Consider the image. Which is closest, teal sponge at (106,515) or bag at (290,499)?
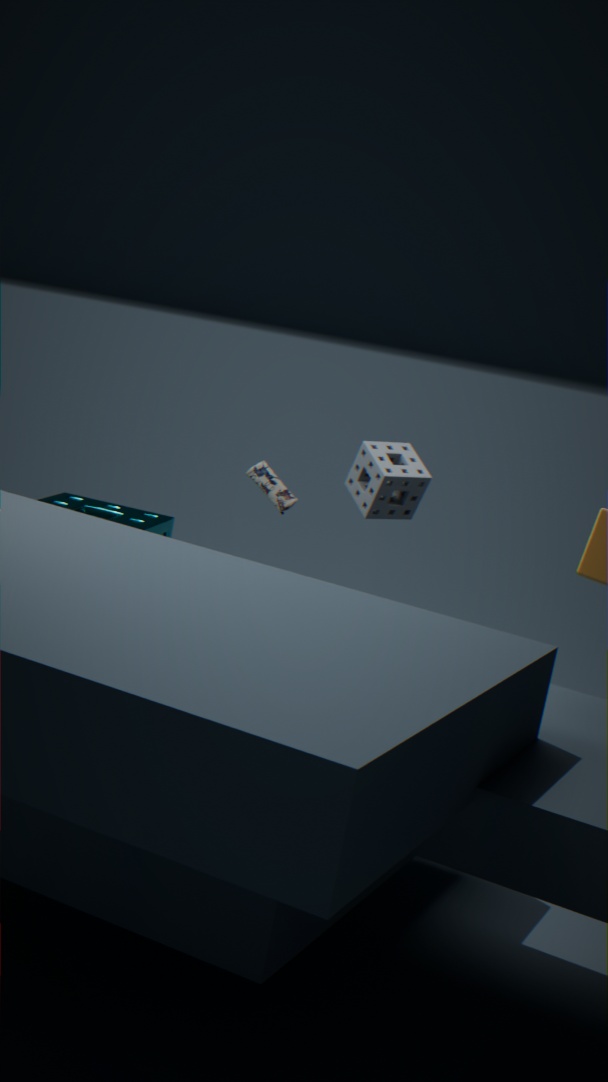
teal sponge at (106,515)
